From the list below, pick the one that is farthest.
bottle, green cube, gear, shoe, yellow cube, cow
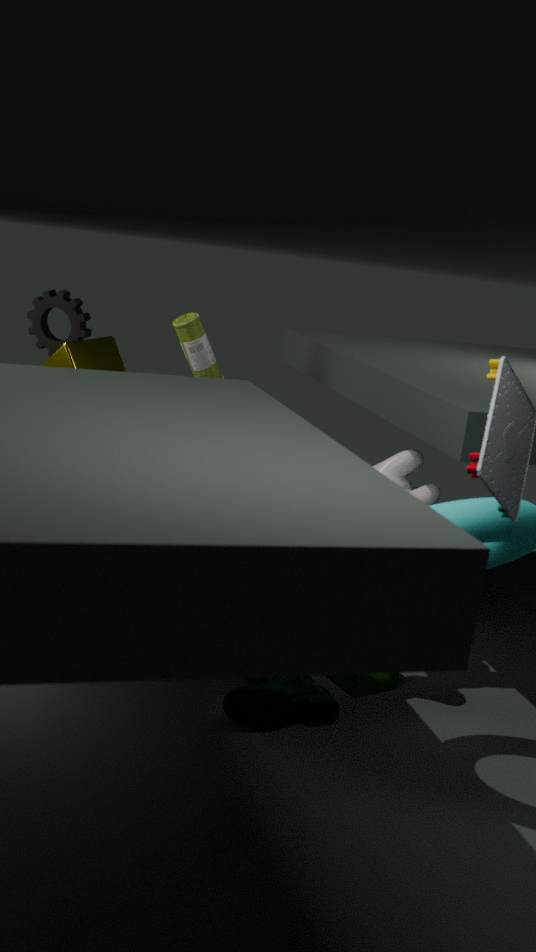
gear
